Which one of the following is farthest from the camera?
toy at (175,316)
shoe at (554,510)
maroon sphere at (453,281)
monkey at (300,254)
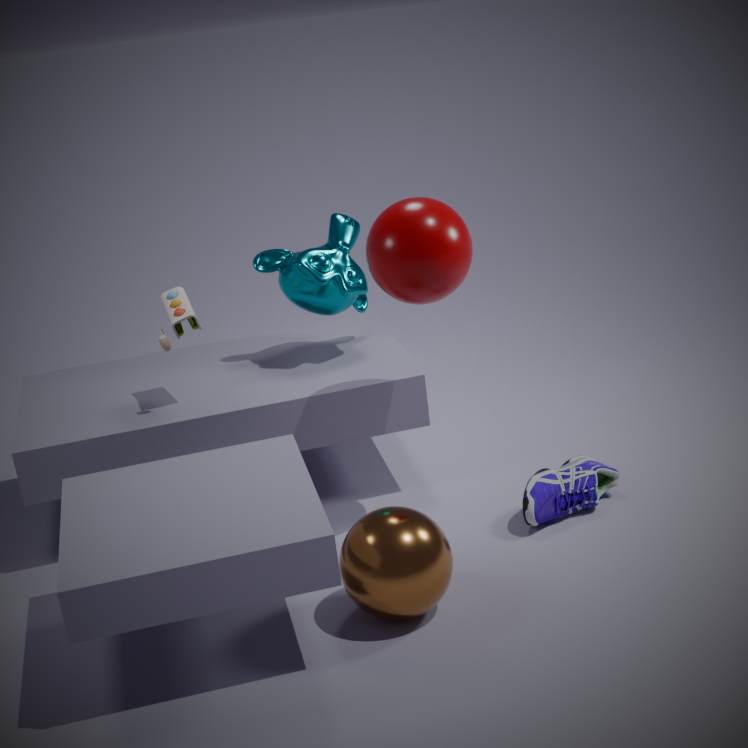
monkey at (300,254)
